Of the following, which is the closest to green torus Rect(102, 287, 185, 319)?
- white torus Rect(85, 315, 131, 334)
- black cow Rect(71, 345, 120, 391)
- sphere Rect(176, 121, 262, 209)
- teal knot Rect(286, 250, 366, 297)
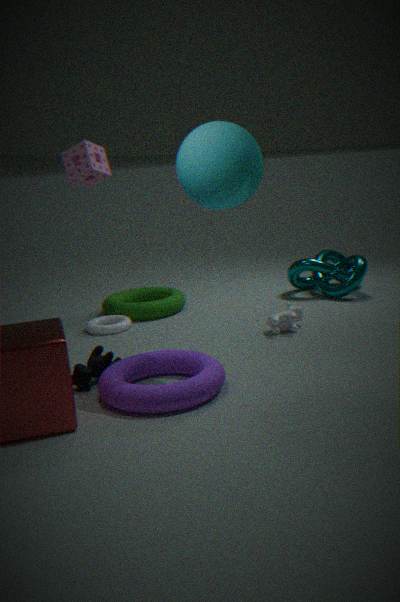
white torus Rect(85, 315, 131, 334)
